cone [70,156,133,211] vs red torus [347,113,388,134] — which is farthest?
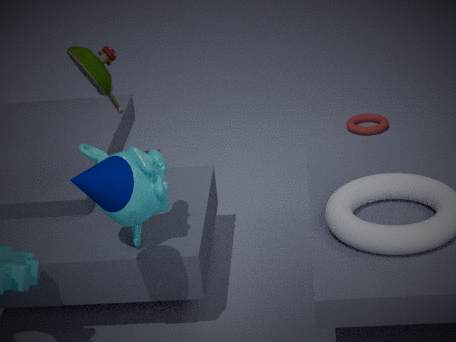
red torus [347,113,388,134]
